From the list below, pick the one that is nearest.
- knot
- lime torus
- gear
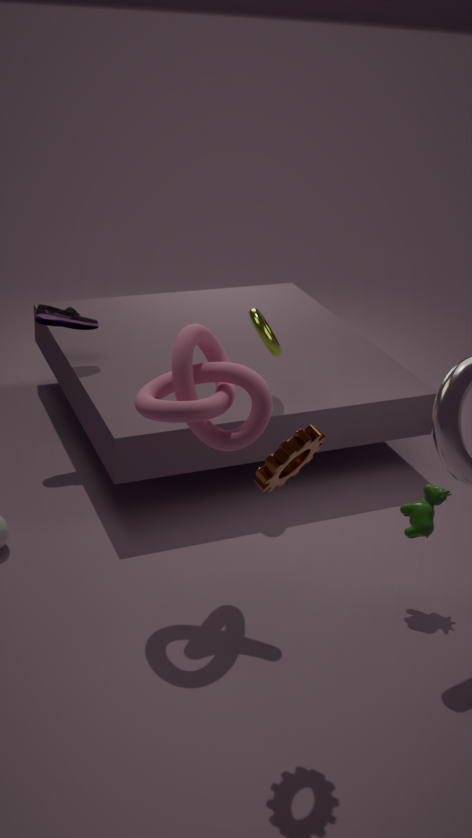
gear
